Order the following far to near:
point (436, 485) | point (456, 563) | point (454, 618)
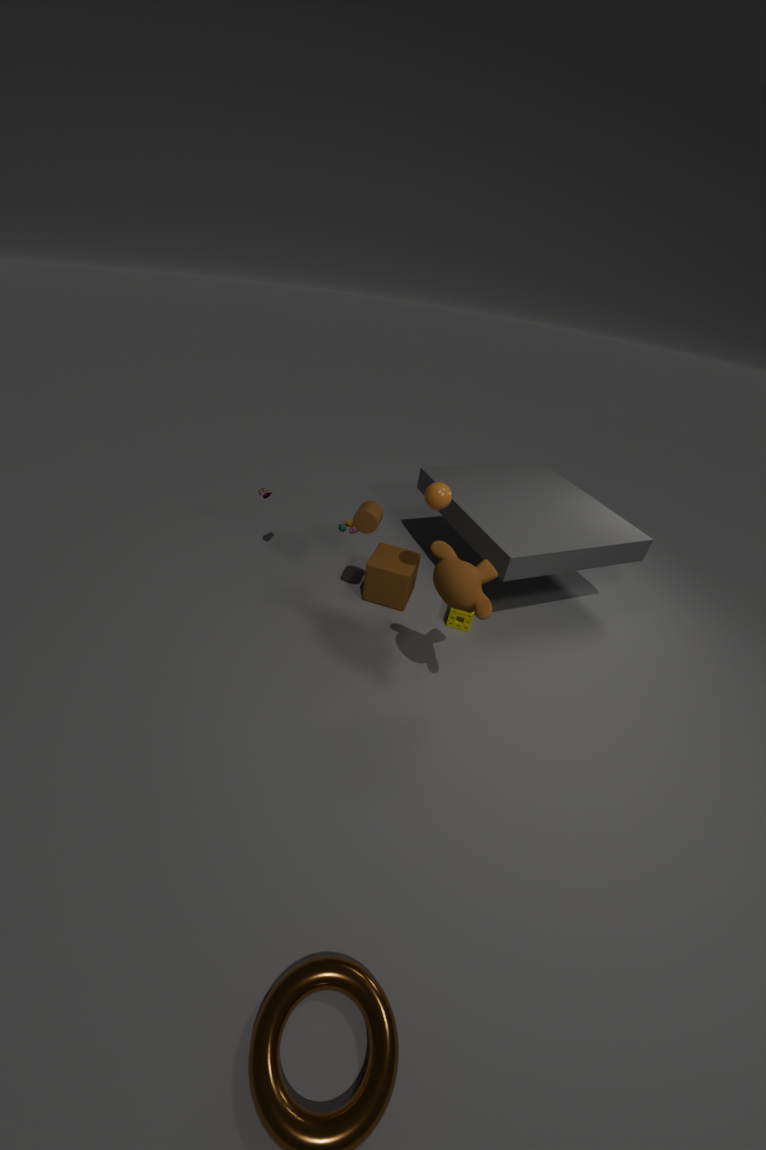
point (454, 618) < point (436, 485) < point (456, 563)
